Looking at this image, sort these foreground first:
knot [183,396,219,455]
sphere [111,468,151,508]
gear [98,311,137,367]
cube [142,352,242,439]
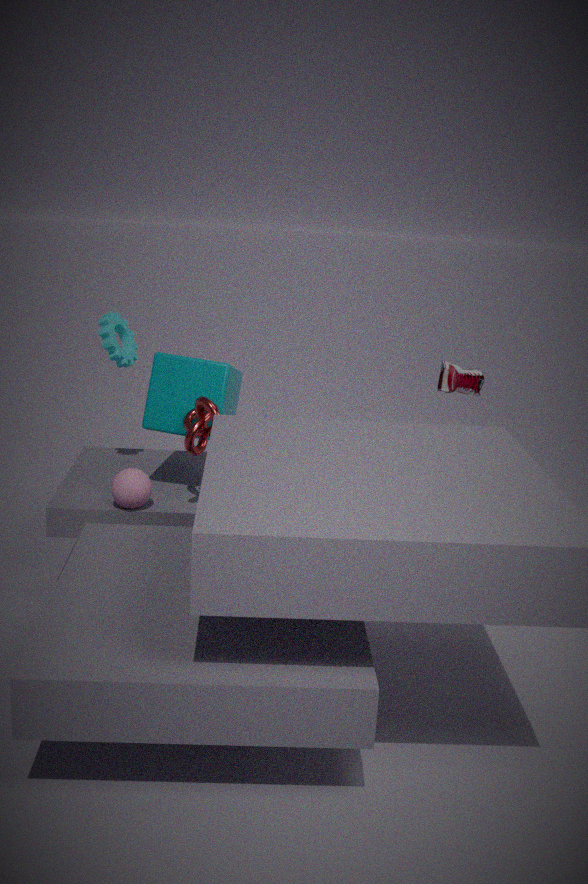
knot [183,396,219,455]
sphere [111,468,151,508]
cube [142,352,242,439]
gear [98,311,137,367]
